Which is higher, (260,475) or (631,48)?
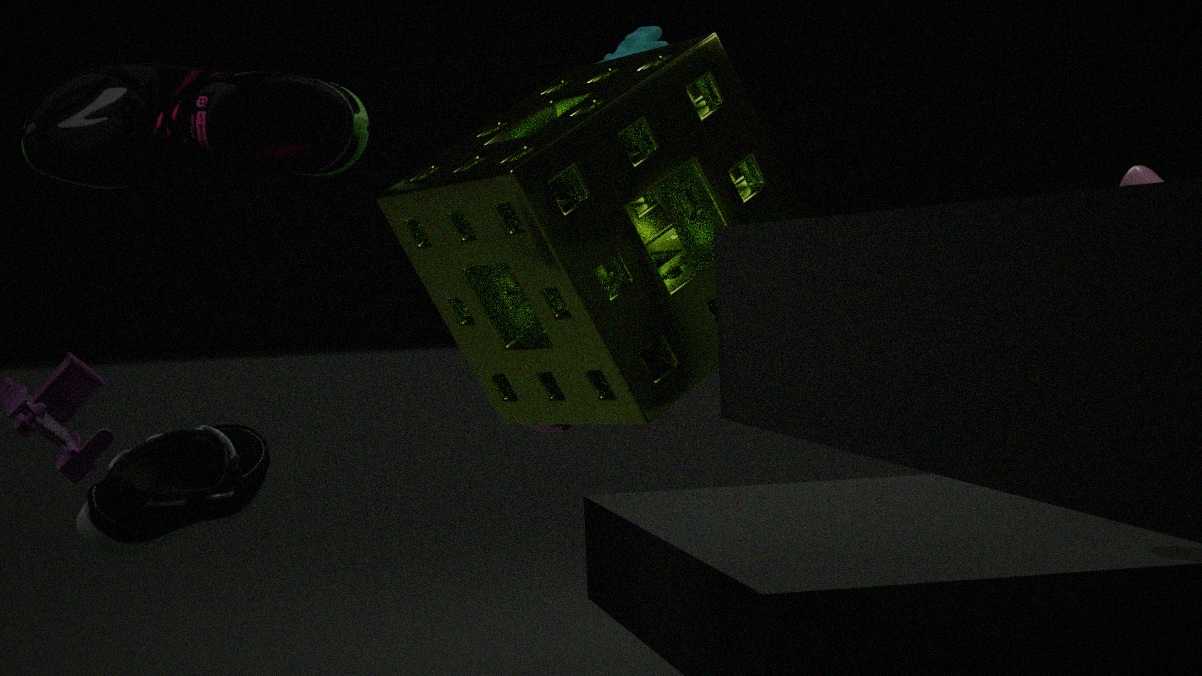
(631,48)
